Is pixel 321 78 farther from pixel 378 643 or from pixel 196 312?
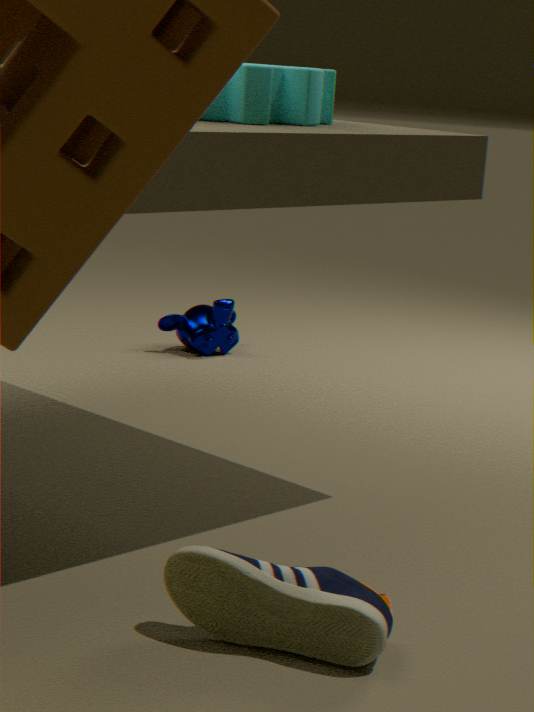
pixel 196 312
